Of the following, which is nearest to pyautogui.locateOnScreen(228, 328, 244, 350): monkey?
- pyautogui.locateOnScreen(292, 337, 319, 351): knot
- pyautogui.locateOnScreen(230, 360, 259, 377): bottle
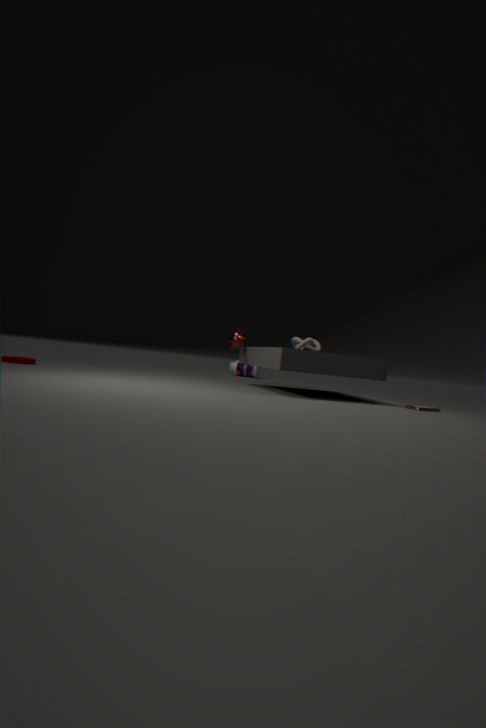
pyautogui.locateOnScreen(292, 337, 319, 351): knot
